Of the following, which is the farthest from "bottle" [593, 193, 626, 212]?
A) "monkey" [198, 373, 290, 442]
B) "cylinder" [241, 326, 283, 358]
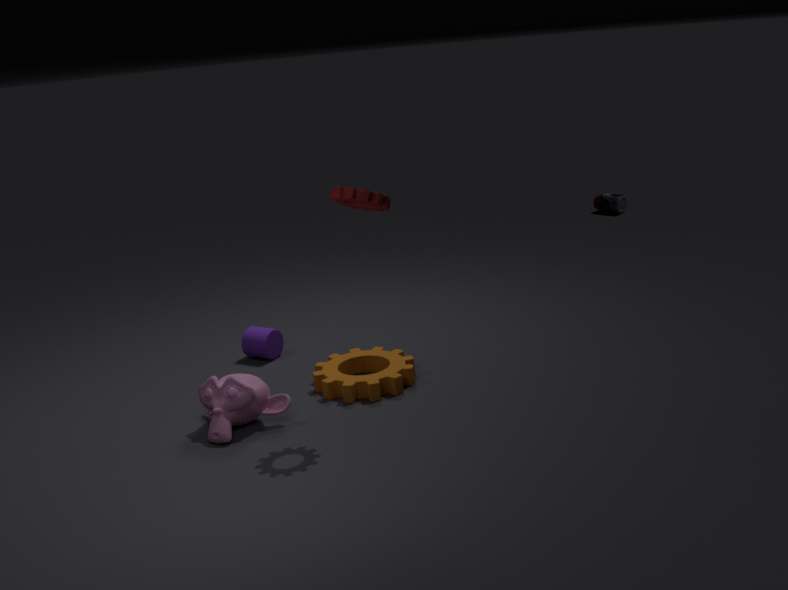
"monkey" [198, 373, 290, 442]
